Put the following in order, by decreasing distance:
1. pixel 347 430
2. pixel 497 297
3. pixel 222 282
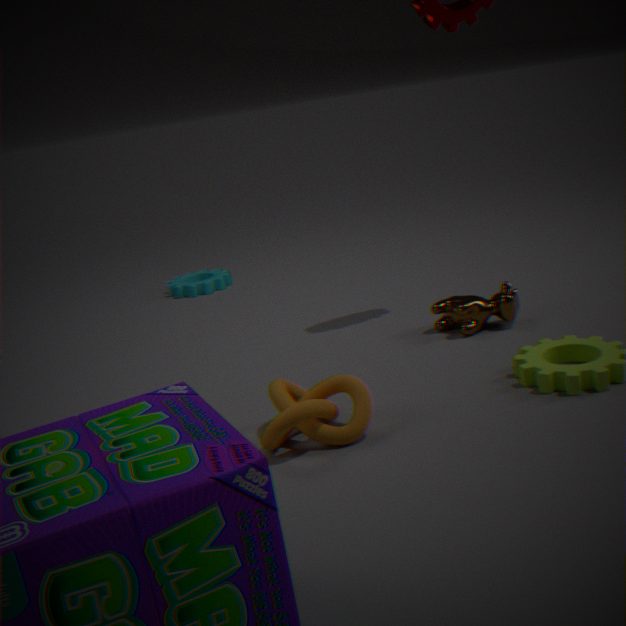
1. pixel 222 282
2. pixel 497 297
3. pixel 347 430
